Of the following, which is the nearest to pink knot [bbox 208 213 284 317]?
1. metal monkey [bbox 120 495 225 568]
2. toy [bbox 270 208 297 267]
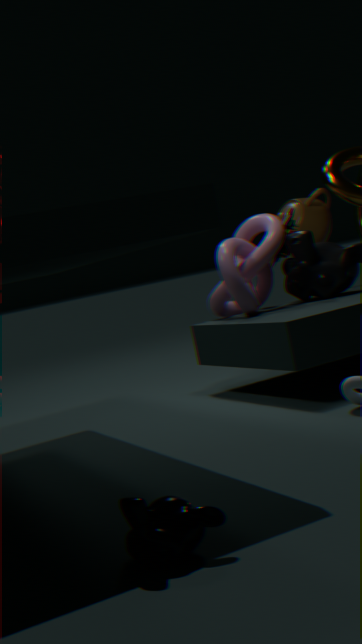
toy [bbox 270 208 297 267]
